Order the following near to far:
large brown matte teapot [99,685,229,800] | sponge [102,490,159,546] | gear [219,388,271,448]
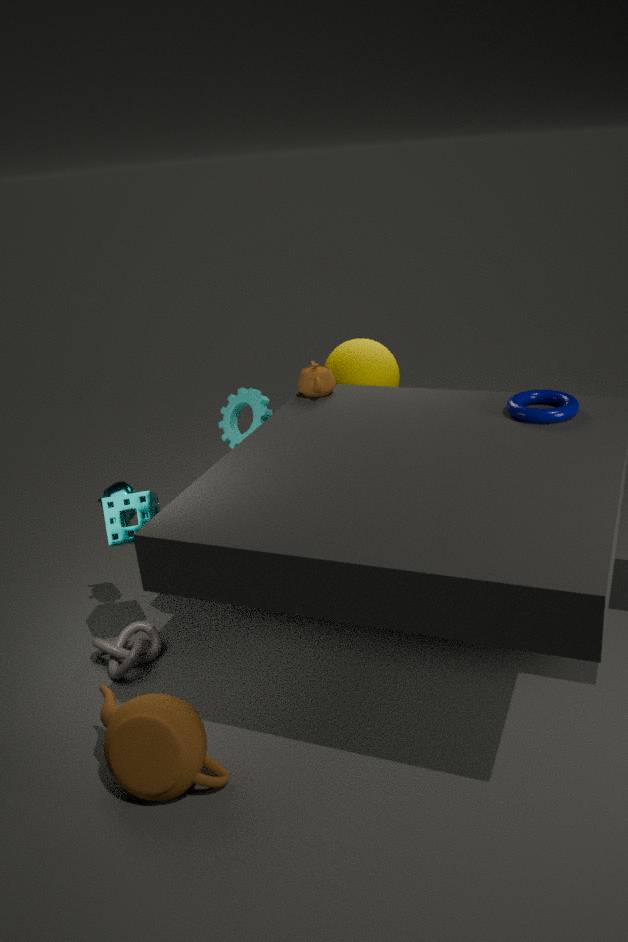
large brown matte teapot [99,685,229,800]
sponge [102,490,159,546]
gear [219,388,271,448]
